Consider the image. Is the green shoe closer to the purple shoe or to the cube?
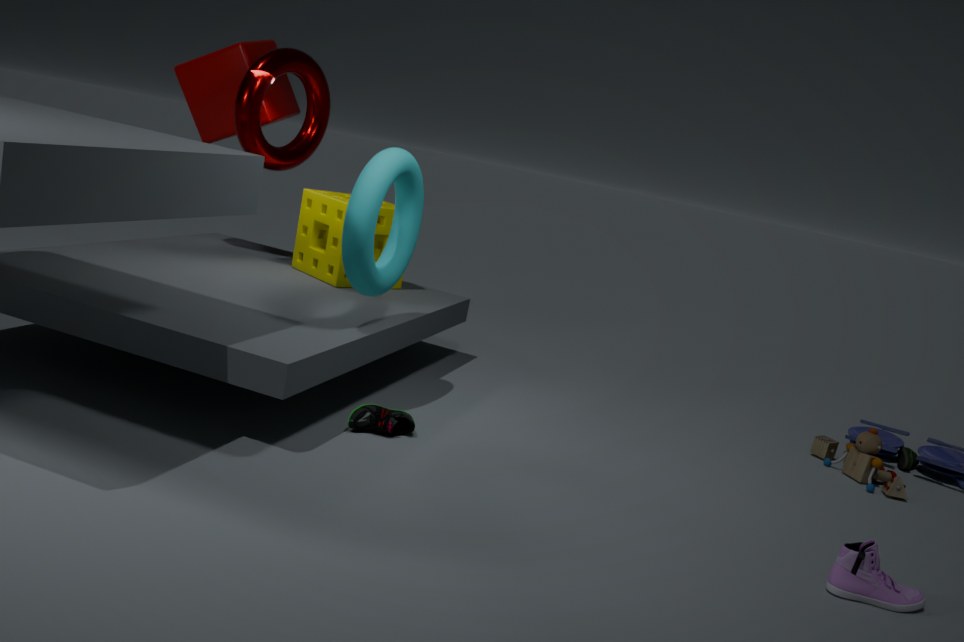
the purple shoe
